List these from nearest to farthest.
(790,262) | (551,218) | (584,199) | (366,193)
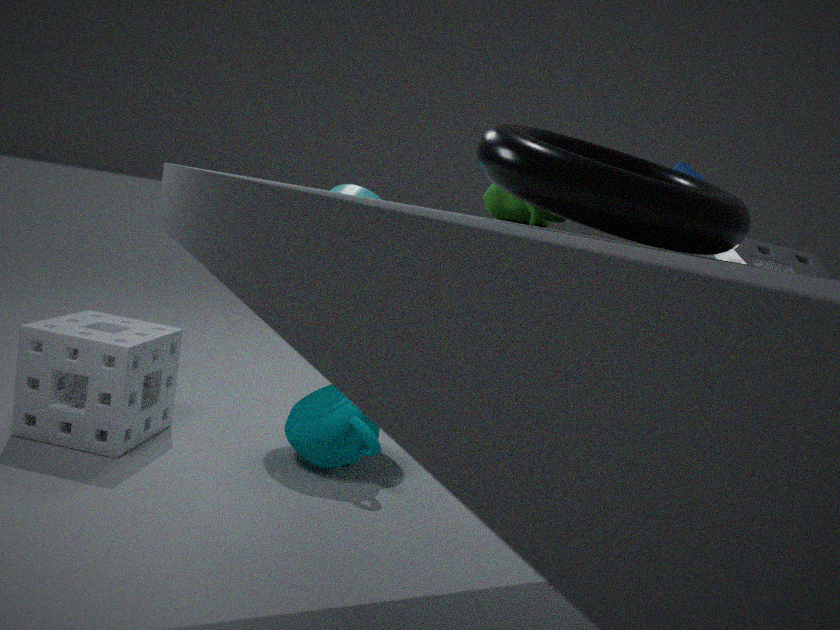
(584,199) → (551,218) → (790,262) → (366,193)
